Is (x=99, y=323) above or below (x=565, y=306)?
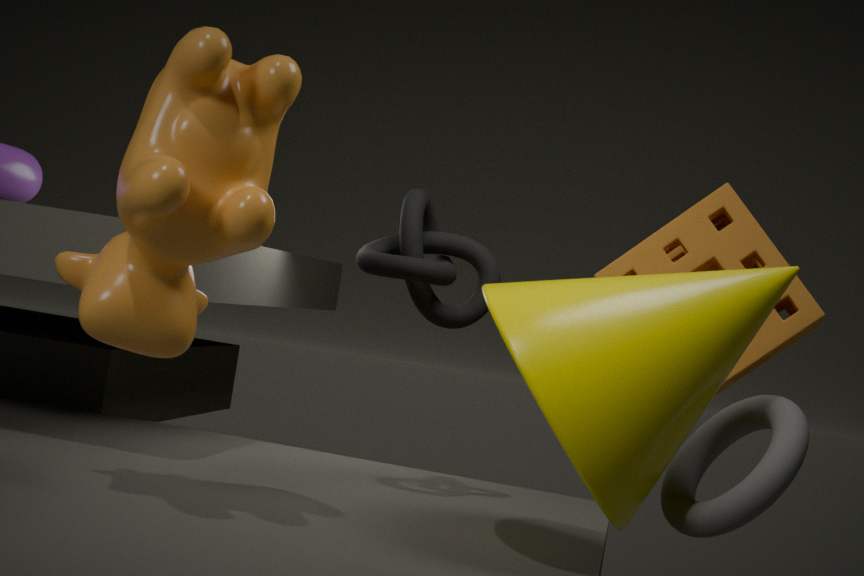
above
